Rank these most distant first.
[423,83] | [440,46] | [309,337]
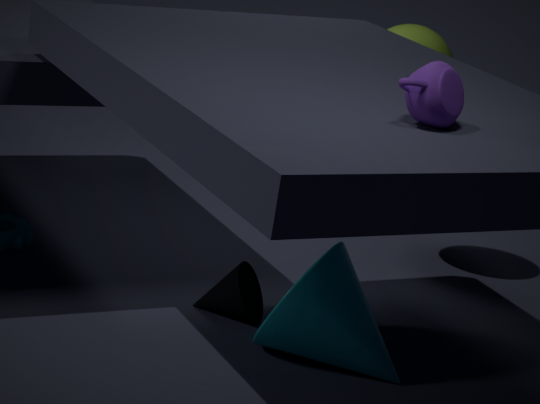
1. [440,46]
2. [309,337]
3. [423,83]
